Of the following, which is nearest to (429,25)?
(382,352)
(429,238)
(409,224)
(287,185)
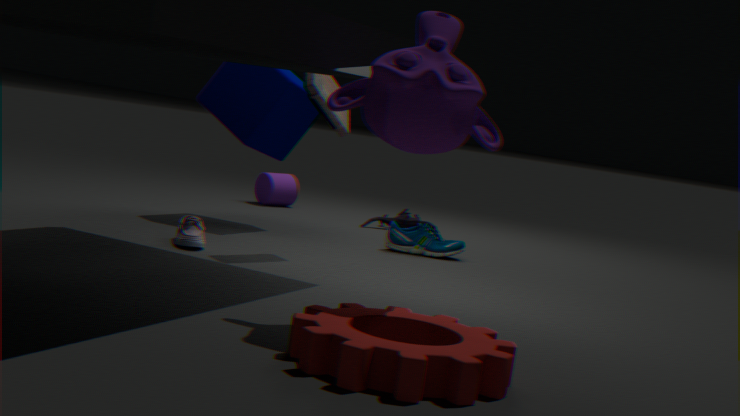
(382,352)
